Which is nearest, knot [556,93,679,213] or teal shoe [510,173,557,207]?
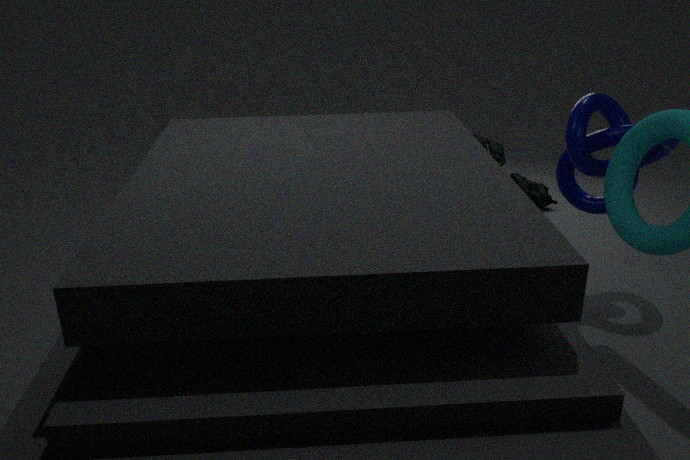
knot [556,93,679,213]
